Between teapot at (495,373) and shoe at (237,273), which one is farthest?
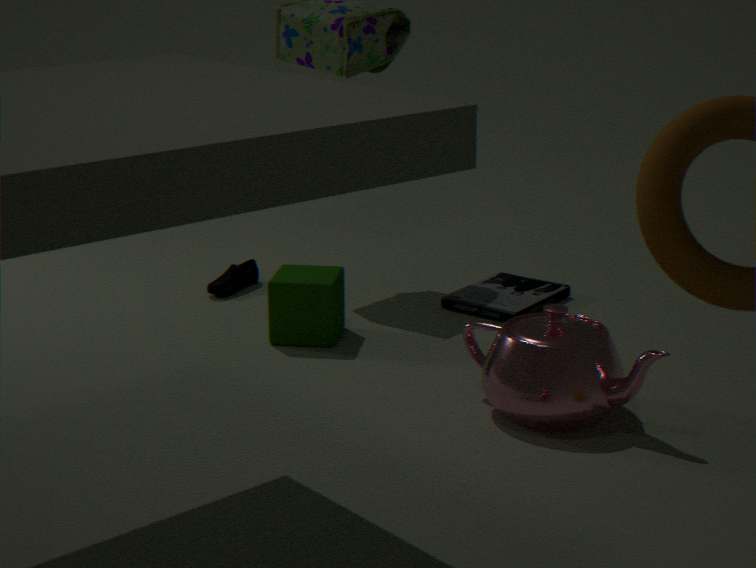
shoe at (237,273)
